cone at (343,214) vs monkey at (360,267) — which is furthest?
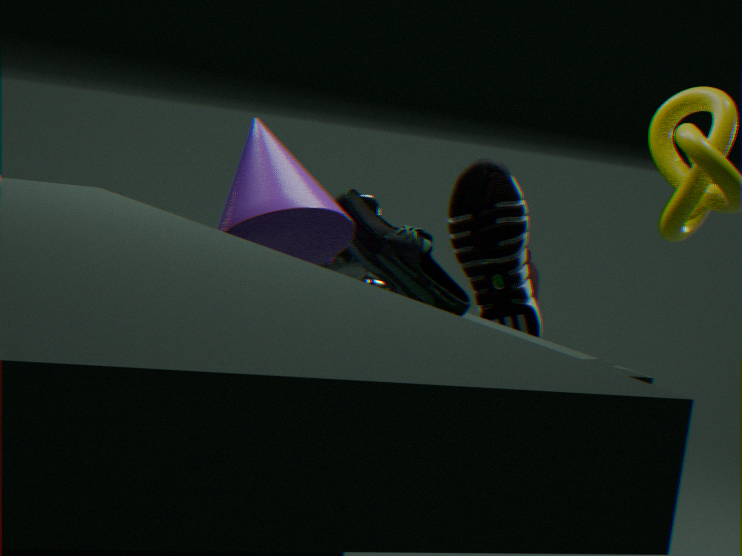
monkey at (360,267)
